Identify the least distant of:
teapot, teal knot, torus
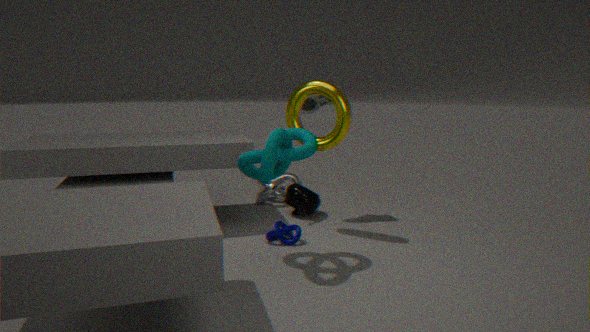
teal knot
